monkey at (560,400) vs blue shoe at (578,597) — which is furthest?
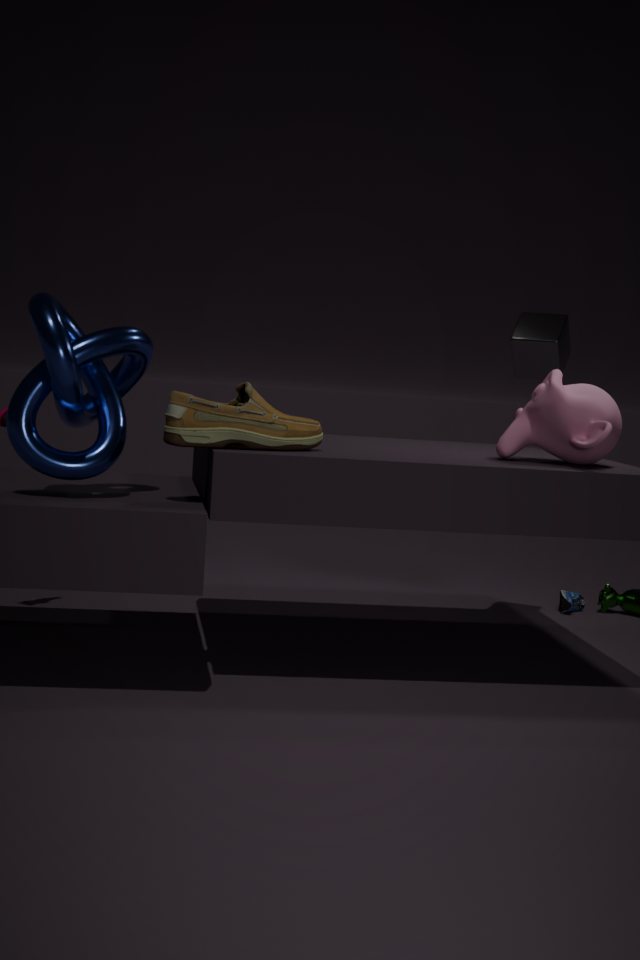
blue shoe at (578,597)
